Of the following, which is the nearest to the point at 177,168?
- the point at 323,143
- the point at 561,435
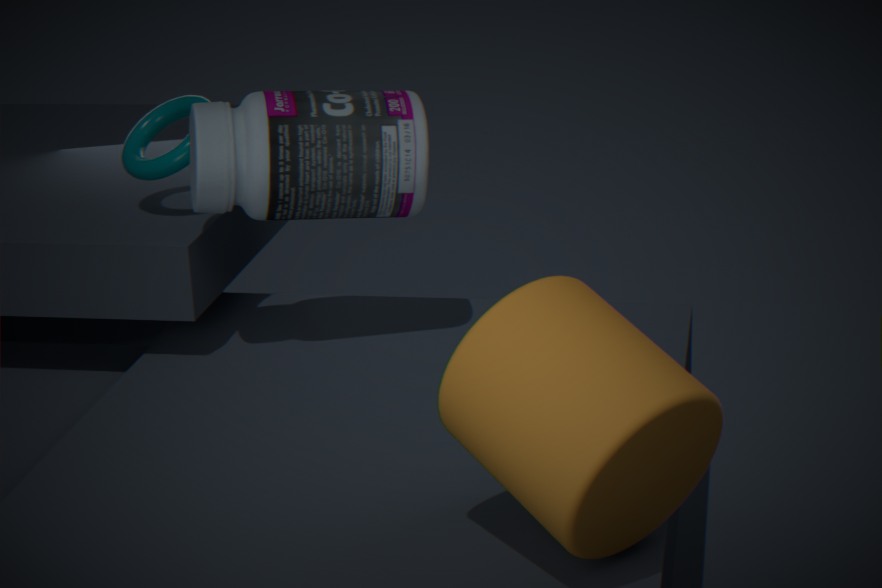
Result: the point at 323,143
